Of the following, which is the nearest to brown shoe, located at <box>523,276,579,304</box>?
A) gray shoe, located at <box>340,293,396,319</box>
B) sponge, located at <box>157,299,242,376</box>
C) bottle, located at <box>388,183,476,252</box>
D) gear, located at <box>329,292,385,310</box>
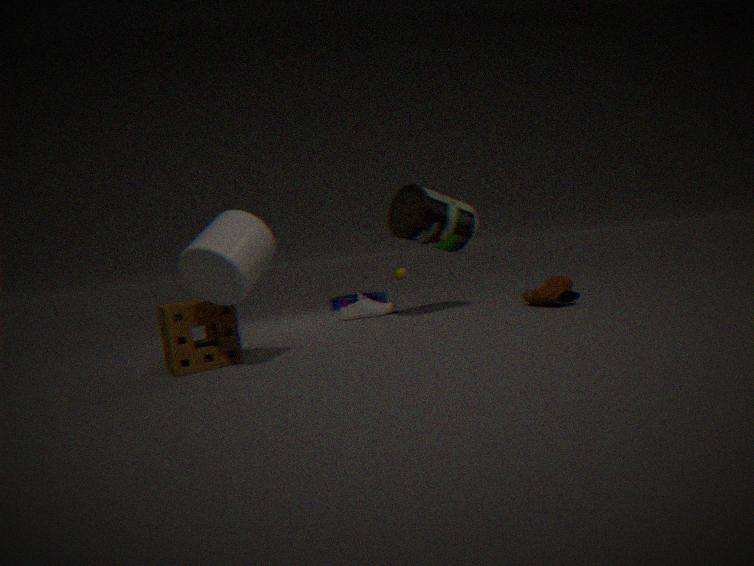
bottle, located at <box>388,183,476,252</box>
